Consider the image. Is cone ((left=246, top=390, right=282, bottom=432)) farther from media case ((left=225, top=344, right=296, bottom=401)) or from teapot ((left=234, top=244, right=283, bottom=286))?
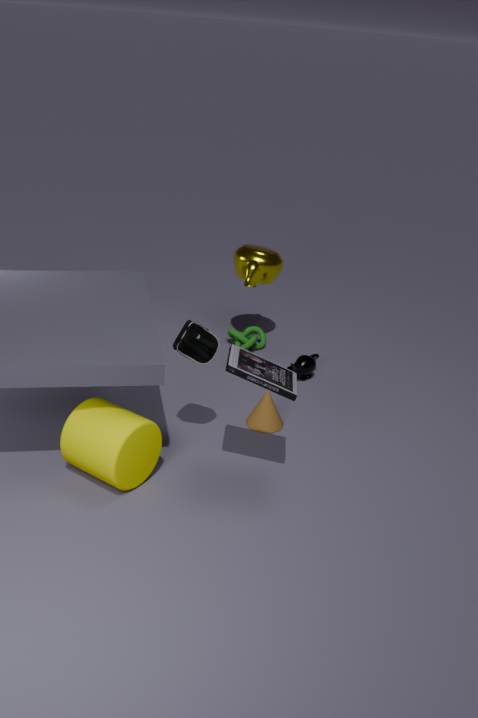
teapot ((left=234, top=244, right=283, bottom=286))
